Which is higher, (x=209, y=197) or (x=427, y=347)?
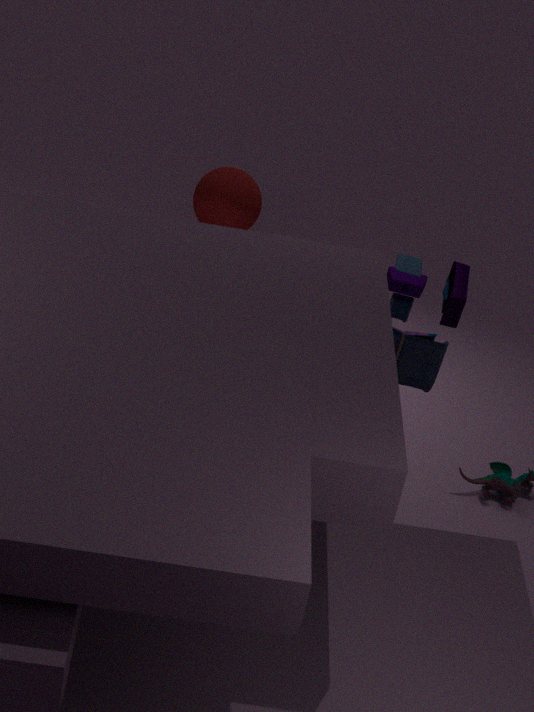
(x=427, y=347)
